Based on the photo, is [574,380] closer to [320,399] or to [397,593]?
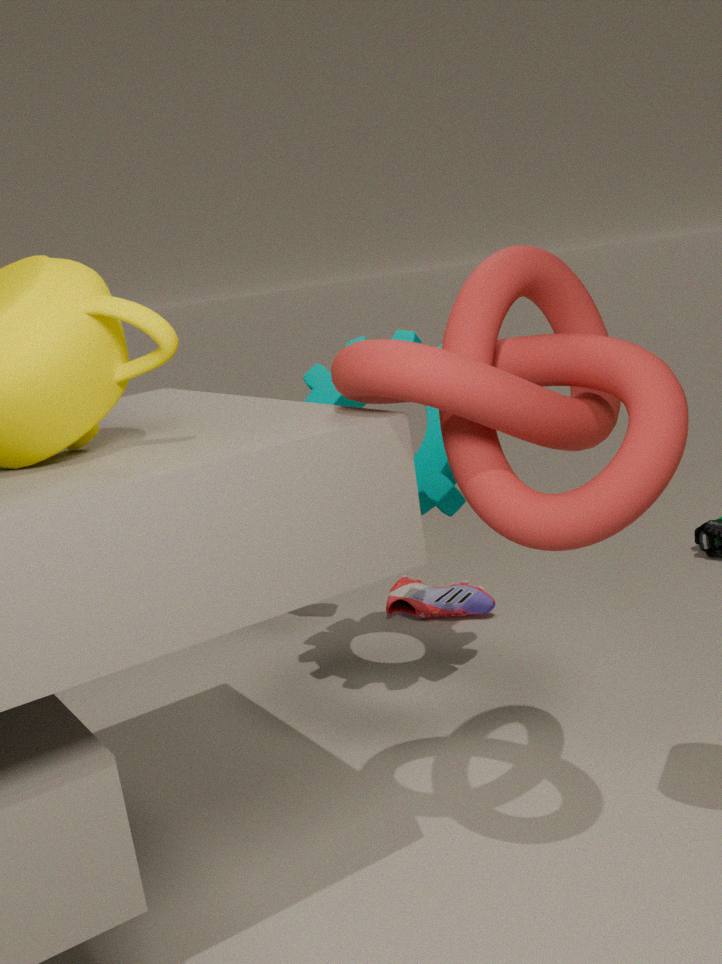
[320,399]
